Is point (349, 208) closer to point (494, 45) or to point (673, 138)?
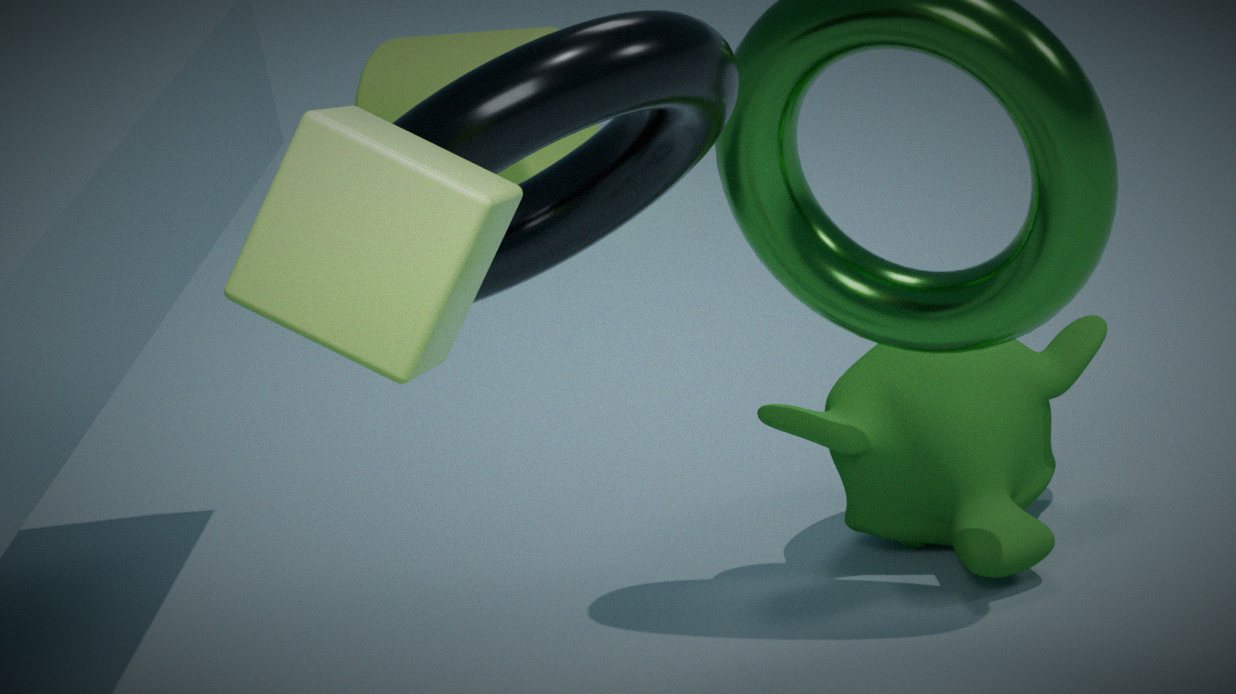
point (673, 138)
